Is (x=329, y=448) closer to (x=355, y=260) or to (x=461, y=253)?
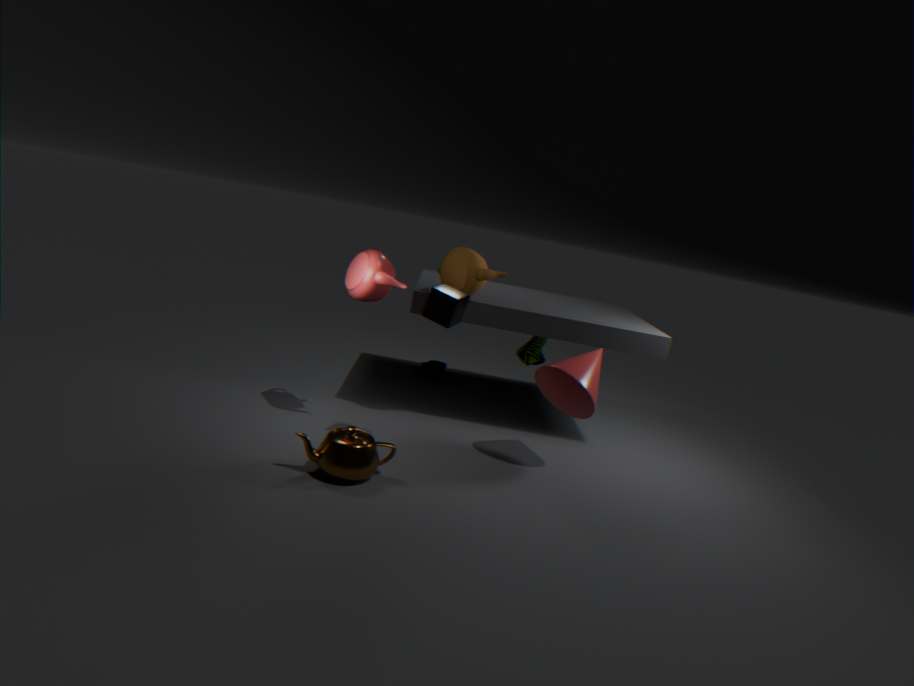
(x=355, y=260)
